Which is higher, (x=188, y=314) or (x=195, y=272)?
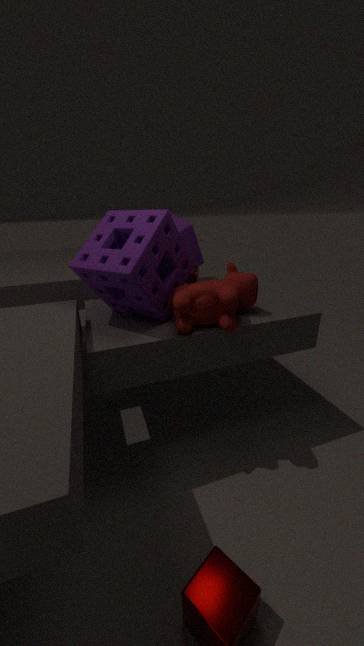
(x=188, y=314)
